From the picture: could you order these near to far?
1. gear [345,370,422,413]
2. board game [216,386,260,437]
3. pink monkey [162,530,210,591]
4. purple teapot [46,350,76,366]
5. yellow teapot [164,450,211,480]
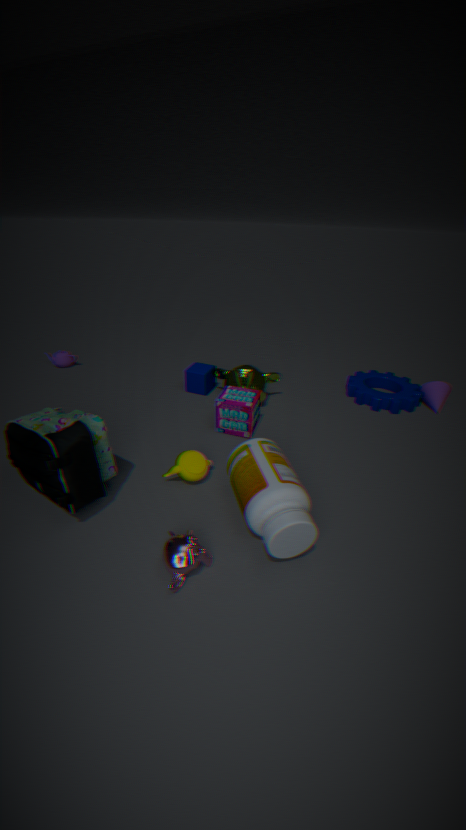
pink monkey [162,530,210,591] < yellow teapot [164,450,211,480] < board game [216,386,260,437] < gear [345,370,422,413] < purple teapot [46,350,76,366]
